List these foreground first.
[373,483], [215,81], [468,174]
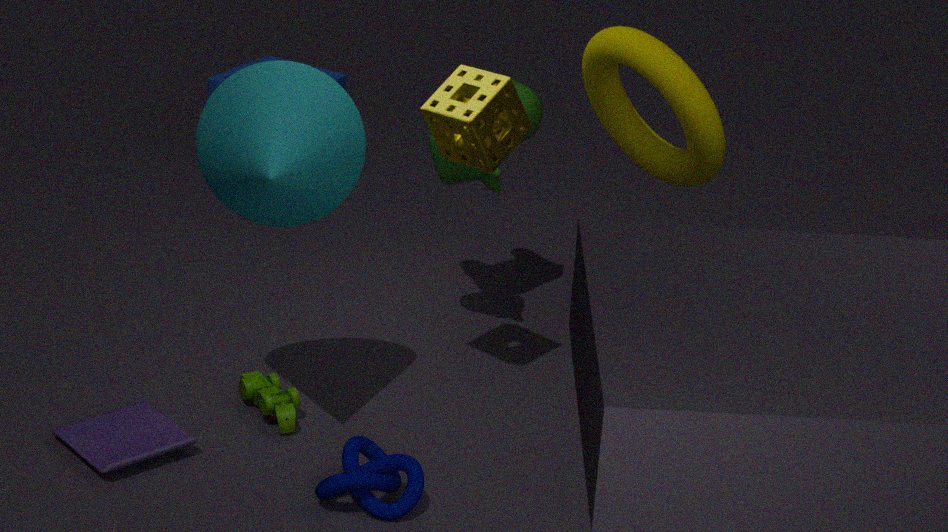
[373,483] < [468,174] < [215,81]
